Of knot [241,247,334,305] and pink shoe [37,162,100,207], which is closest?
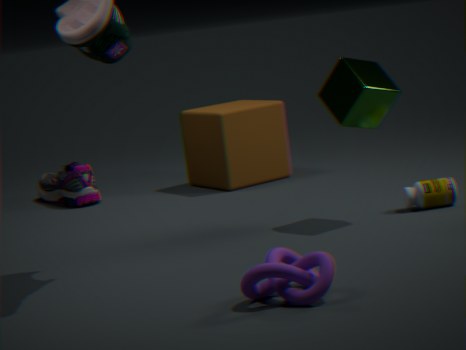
knot [241,247,334,305]
